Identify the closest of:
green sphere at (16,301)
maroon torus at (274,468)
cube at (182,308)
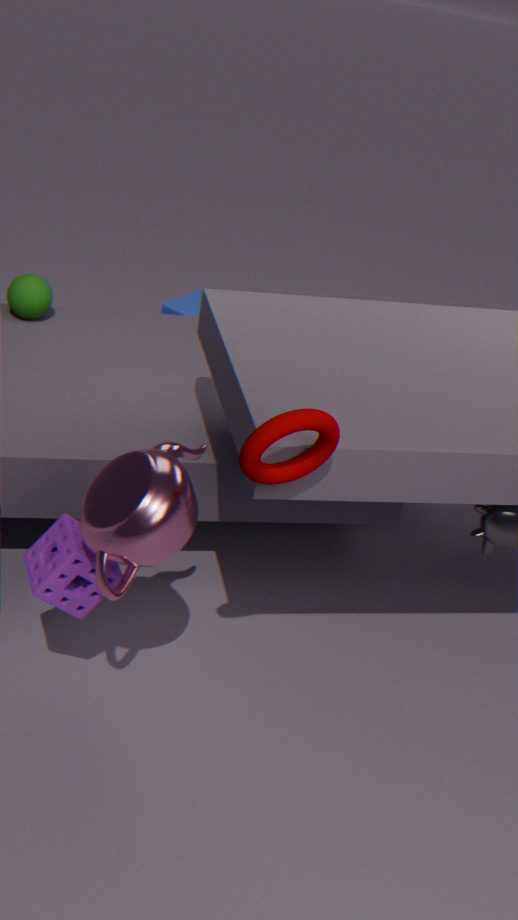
maroon torus at (274,468)
